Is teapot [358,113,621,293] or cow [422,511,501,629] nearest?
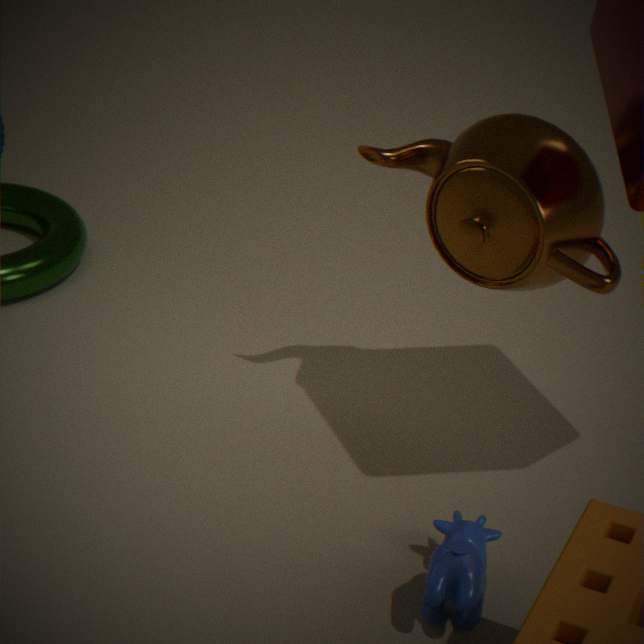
cow [422,511,501,629]
